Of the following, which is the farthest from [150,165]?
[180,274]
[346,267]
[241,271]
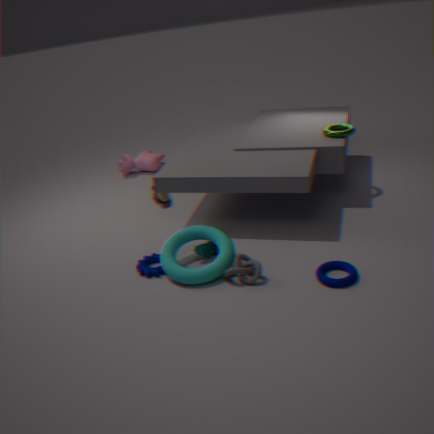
[346,267]
